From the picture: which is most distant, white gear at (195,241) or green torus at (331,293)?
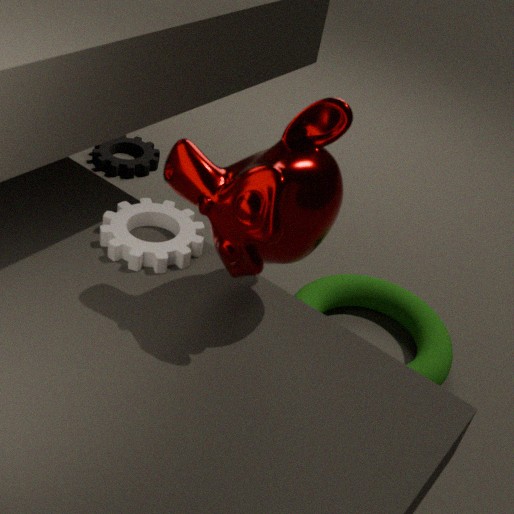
green torus at (331,293)
